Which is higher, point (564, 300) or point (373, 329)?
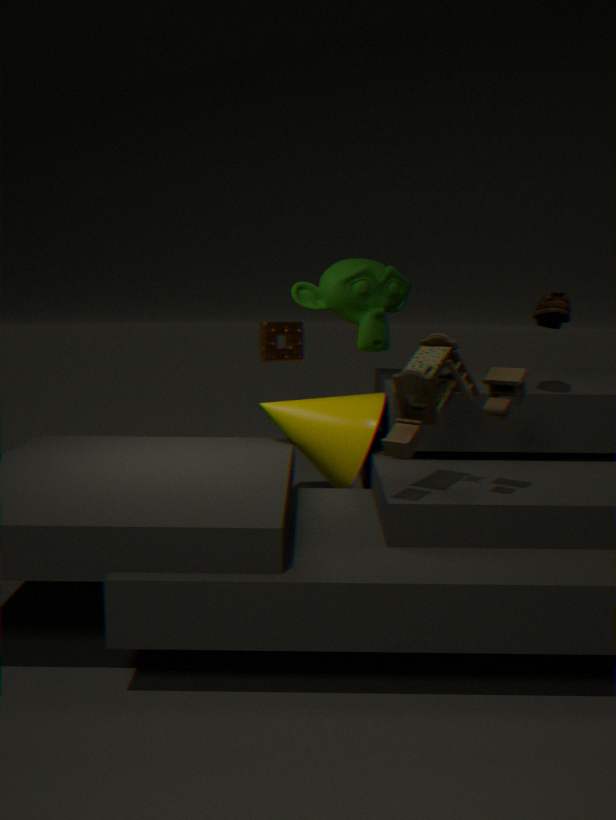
point (373, 329)
